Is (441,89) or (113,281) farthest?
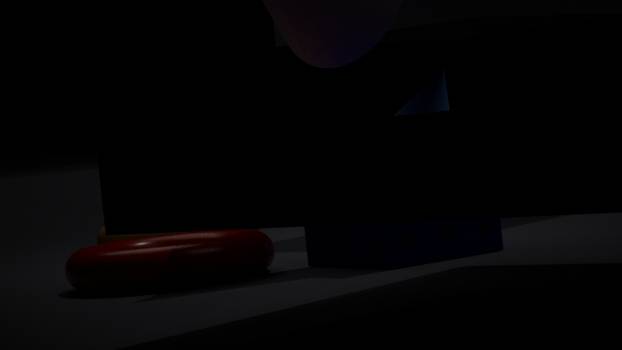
(441,89)
